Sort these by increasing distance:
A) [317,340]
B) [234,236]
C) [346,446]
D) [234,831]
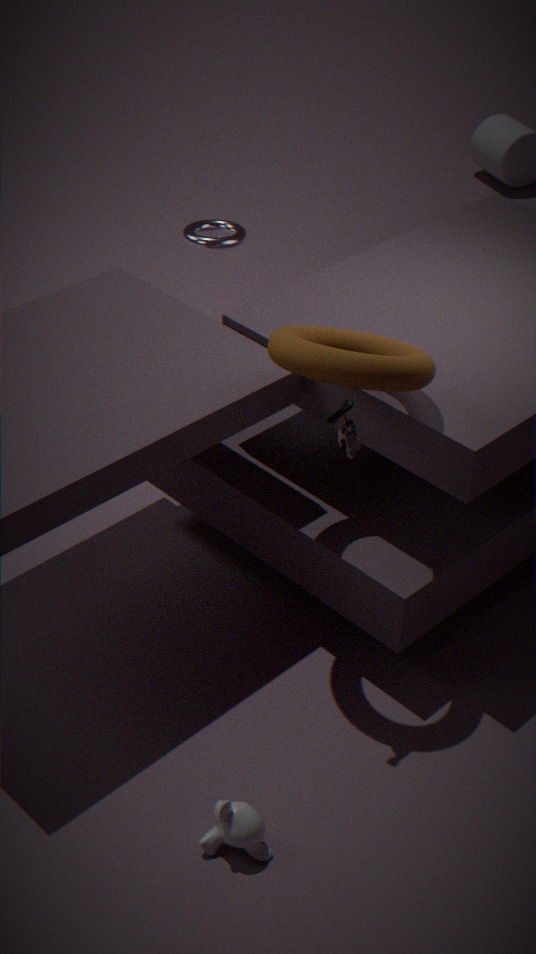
[234,831] < [346,446] < [317,340] < [234,236]
